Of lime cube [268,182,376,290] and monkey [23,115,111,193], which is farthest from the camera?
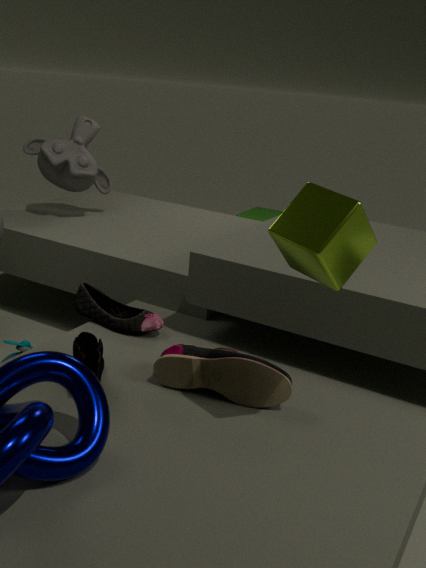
monkey [23,115,111,193]
